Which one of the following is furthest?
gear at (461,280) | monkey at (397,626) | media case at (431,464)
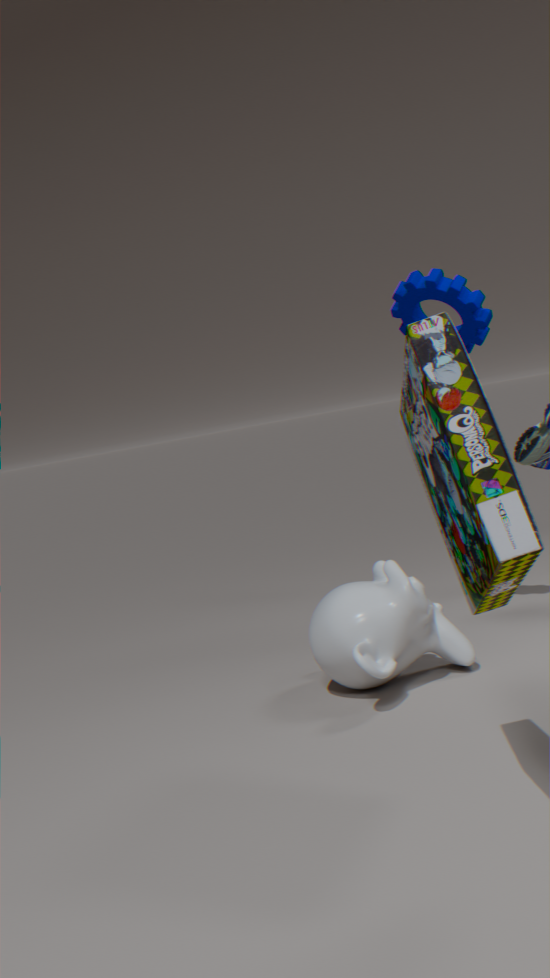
gear at (461,280)
